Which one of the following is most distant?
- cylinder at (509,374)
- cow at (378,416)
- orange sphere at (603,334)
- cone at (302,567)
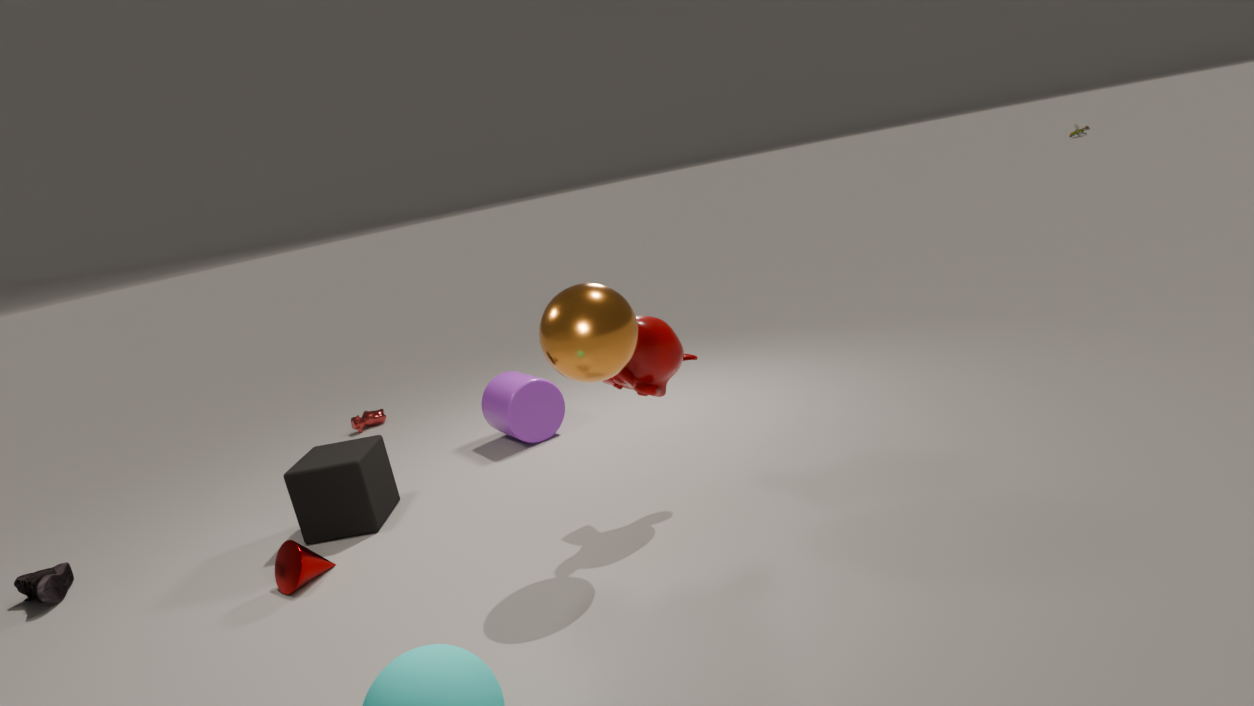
cow at (378,416)
